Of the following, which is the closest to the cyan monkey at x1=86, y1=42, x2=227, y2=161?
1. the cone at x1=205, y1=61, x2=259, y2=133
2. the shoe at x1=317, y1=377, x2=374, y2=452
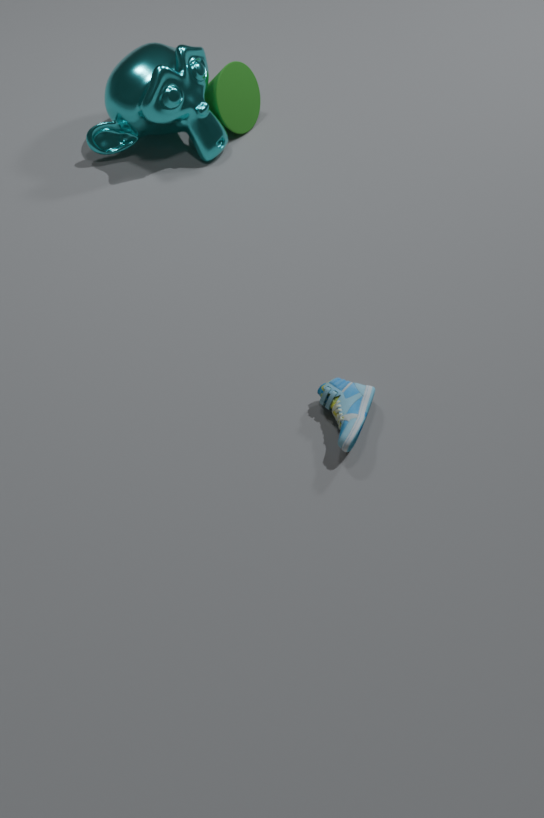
the cone at x1=205, y1=61, x2=259, y2=133
